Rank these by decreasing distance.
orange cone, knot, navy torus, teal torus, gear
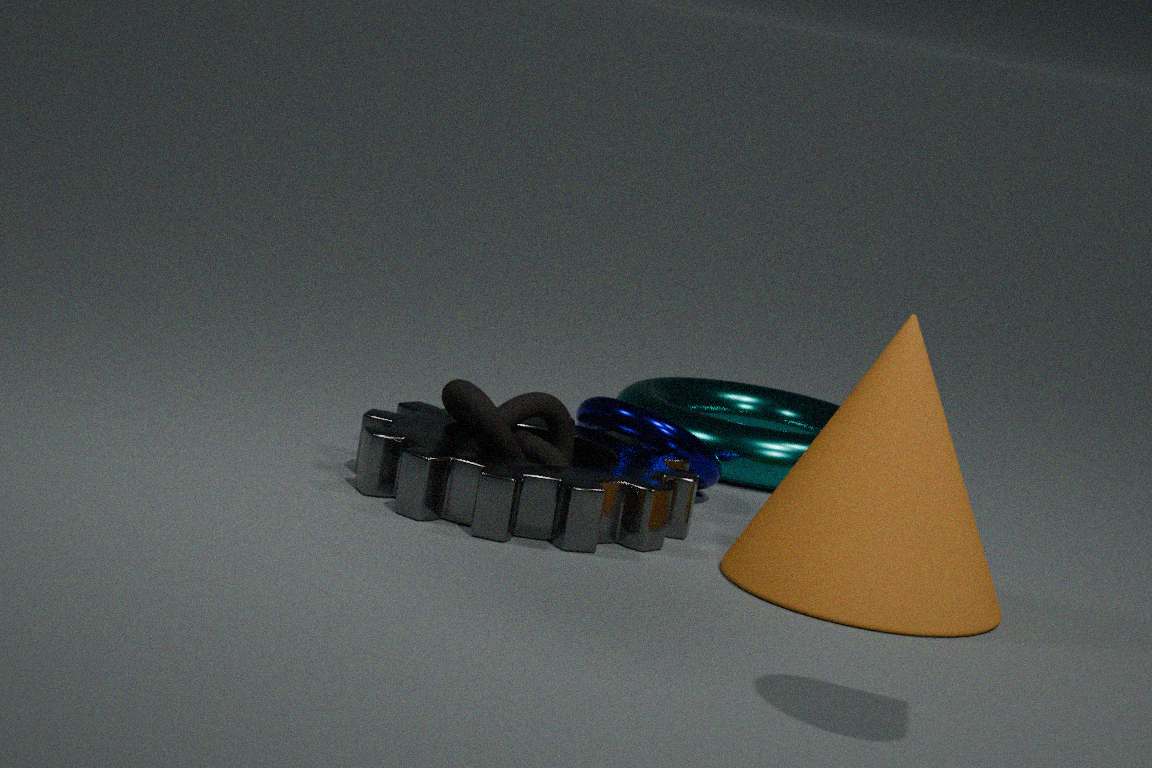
1. teal torus
2. navy torus
3. knot
4. gear
5. orange cone
